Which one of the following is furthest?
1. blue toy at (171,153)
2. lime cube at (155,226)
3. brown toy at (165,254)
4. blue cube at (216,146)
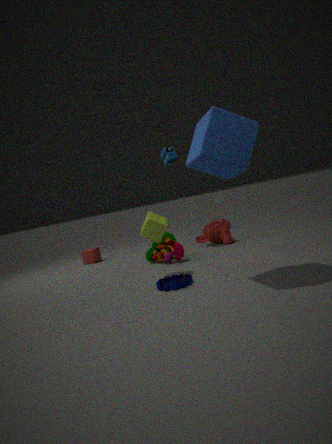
blue toy at (171,153)
